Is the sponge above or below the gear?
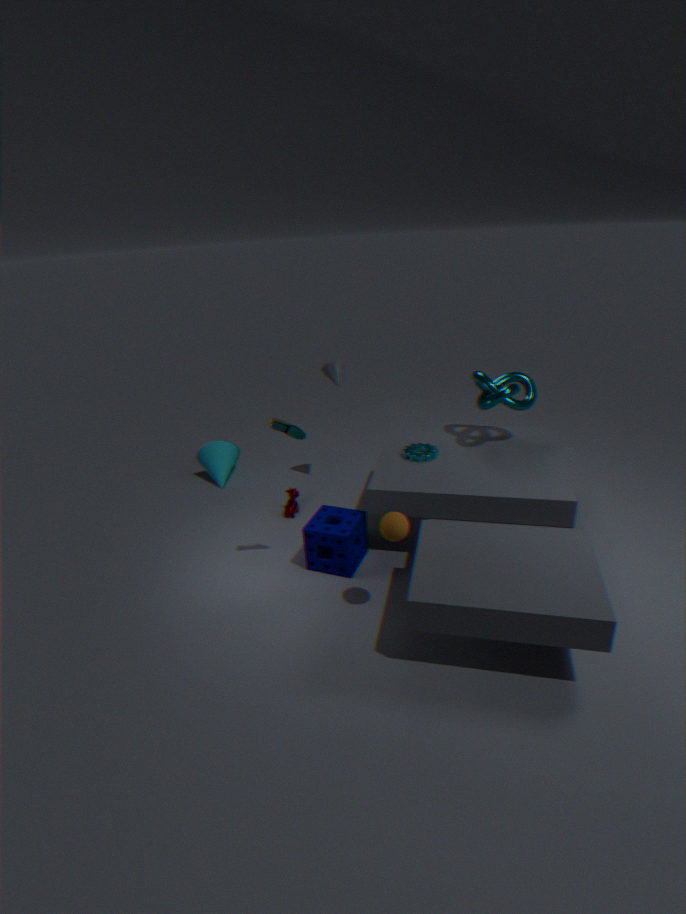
below
